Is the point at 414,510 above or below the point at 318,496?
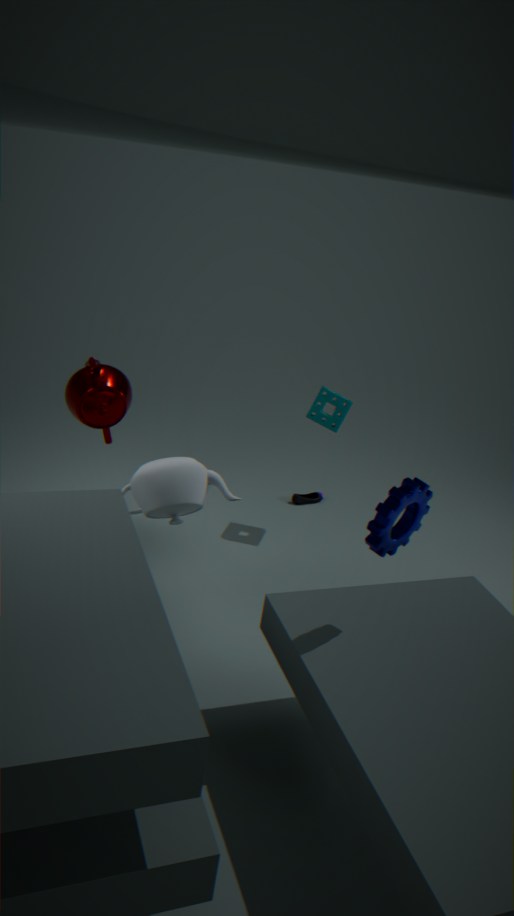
above
